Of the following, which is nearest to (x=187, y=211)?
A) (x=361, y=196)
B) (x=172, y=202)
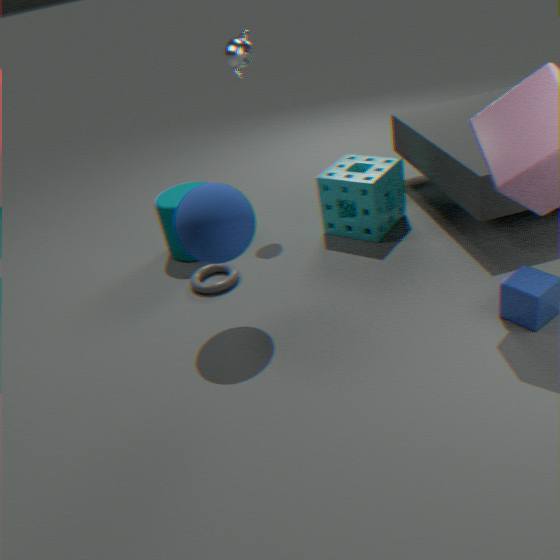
(x=172, y=202)
